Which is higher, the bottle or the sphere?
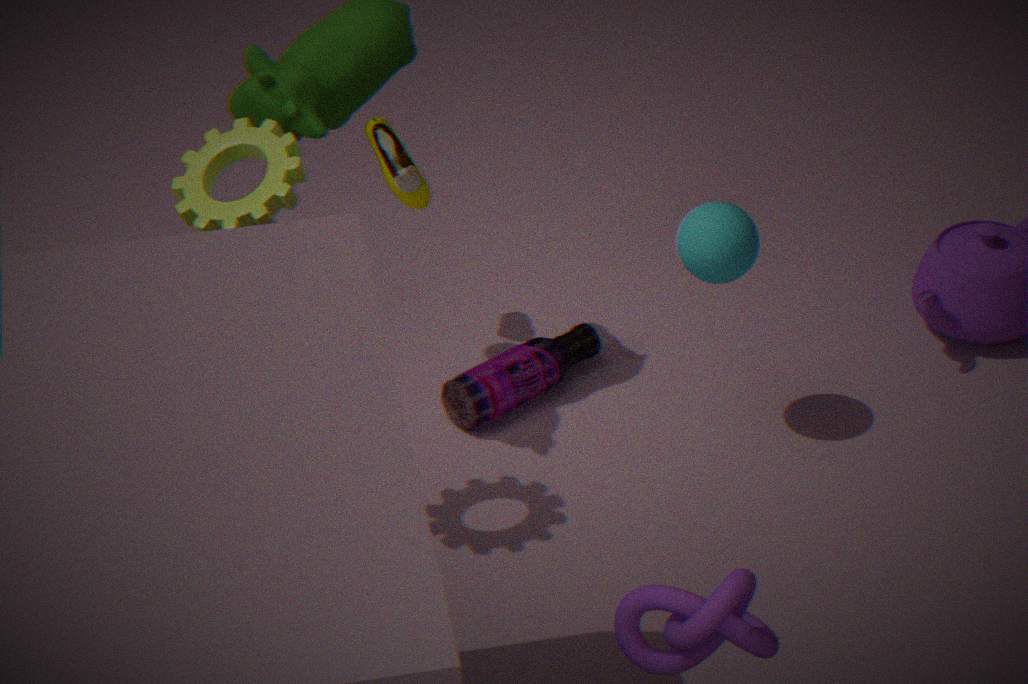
the sphere
